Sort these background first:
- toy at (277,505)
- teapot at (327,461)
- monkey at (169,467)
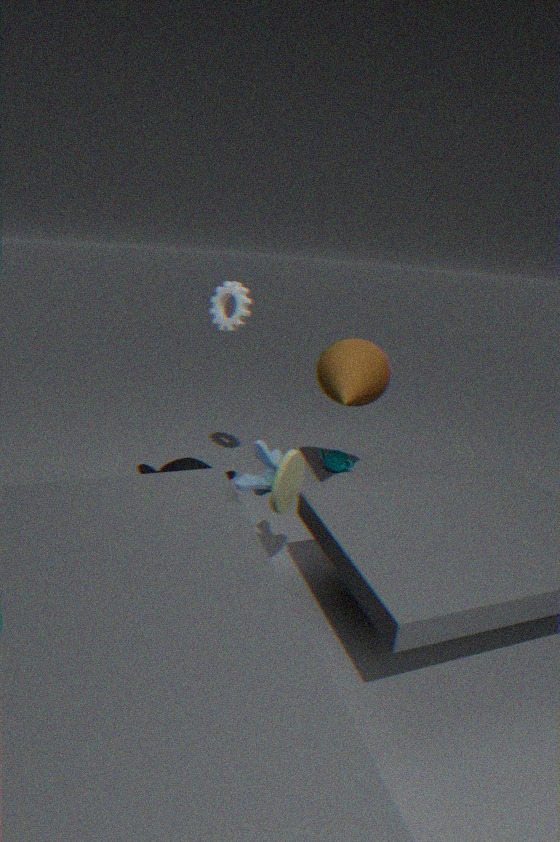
teapot at (327,461), monkey at (169,467), toy at (277,505)
